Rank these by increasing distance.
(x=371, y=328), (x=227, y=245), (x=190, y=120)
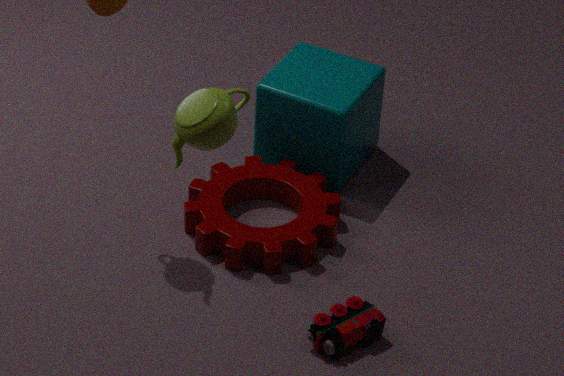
(x=190, y=120) → (x=371, y=328) → (x=227, y=245)
